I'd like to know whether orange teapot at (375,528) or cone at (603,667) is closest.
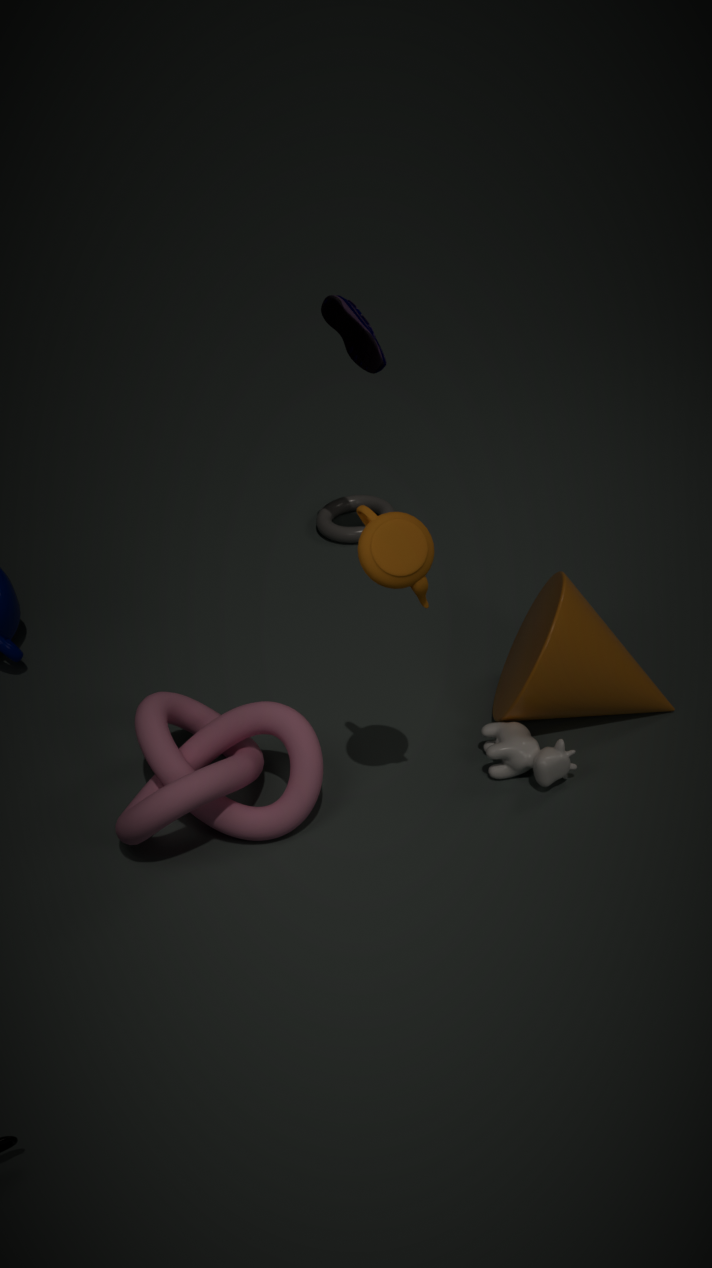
orange teapot at (375,528)
